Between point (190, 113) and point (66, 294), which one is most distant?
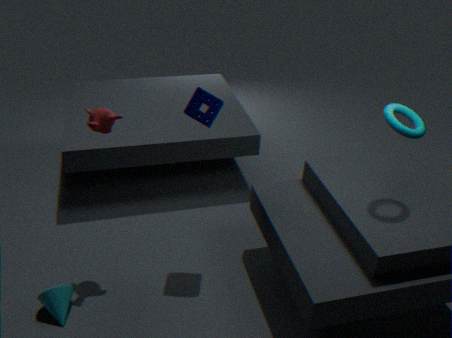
point (190, 113)
